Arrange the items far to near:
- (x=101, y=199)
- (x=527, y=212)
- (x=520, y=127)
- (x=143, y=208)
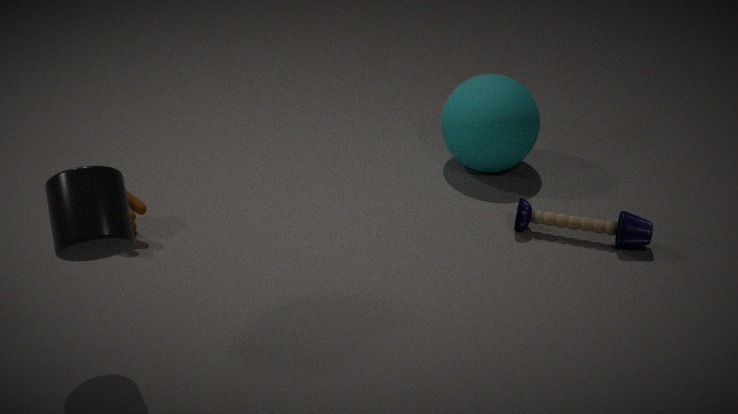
(x=520, y=127), (x=527, y=212), (x=143, y=208), (x=101, y=199)
